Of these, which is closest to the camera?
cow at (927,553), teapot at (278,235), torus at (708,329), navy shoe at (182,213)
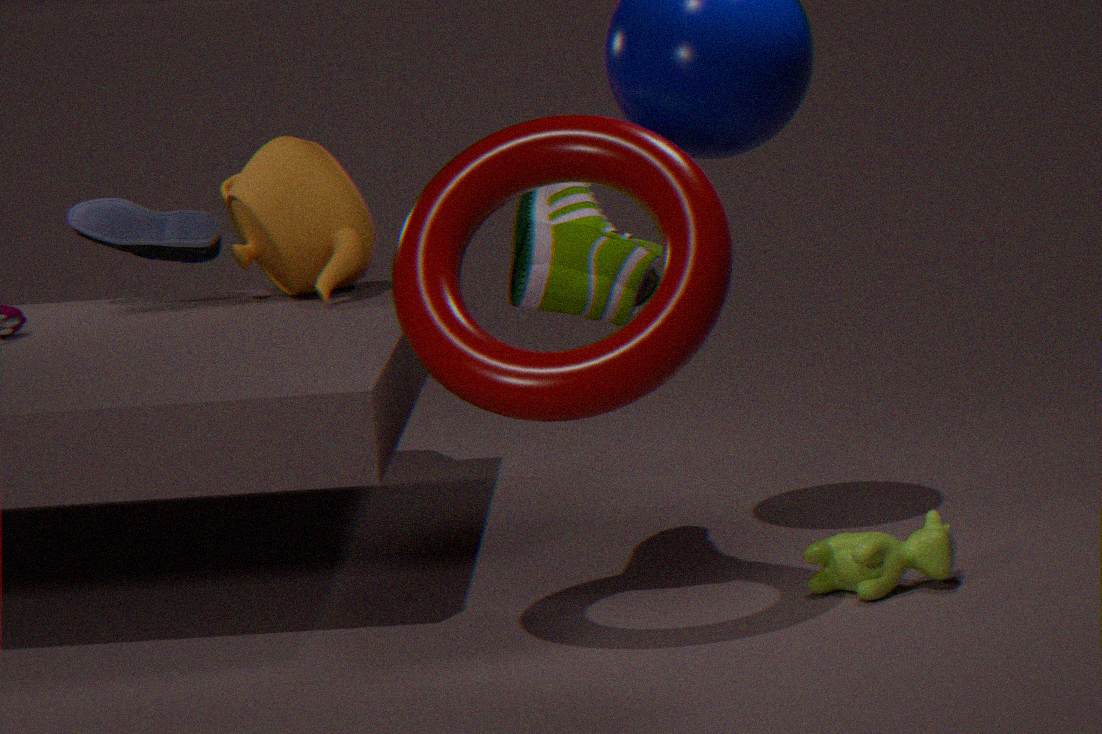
torus at (708,329)
